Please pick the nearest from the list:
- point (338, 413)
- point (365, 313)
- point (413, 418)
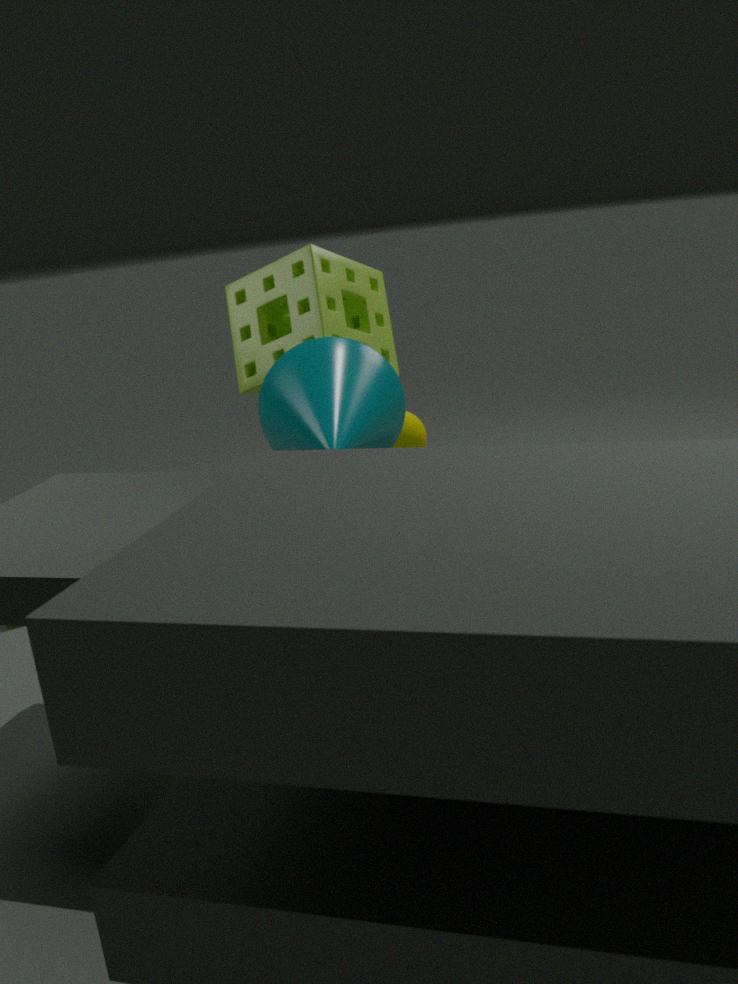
point (338, 413)
